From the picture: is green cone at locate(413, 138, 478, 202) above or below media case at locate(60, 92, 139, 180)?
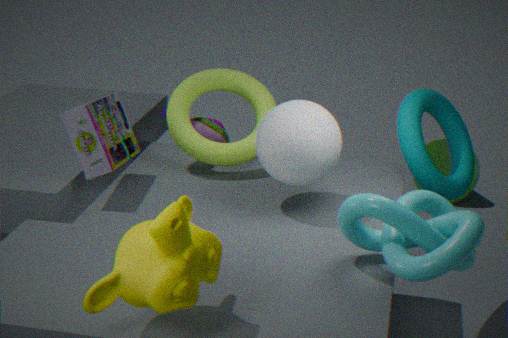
below
